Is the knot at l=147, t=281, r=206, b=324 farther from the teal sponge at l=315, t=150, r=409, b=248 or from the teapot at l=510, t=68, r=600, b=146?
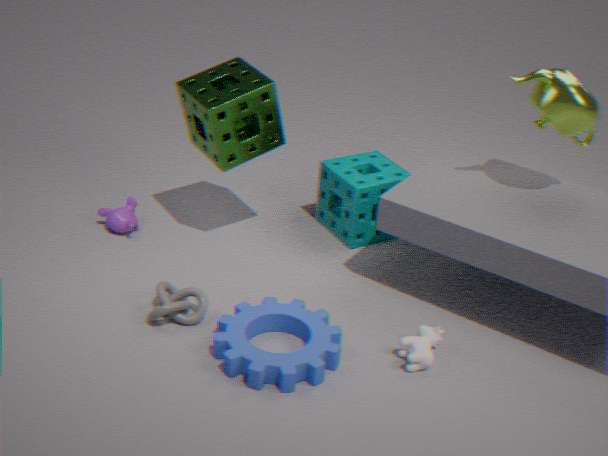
the teapot at l=510, t=68, r=600, b=146
